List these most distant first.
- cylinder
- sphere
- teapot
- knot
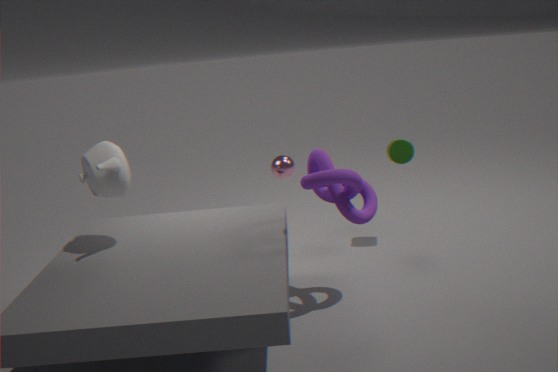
sphere, cylinder, teapot, knot
